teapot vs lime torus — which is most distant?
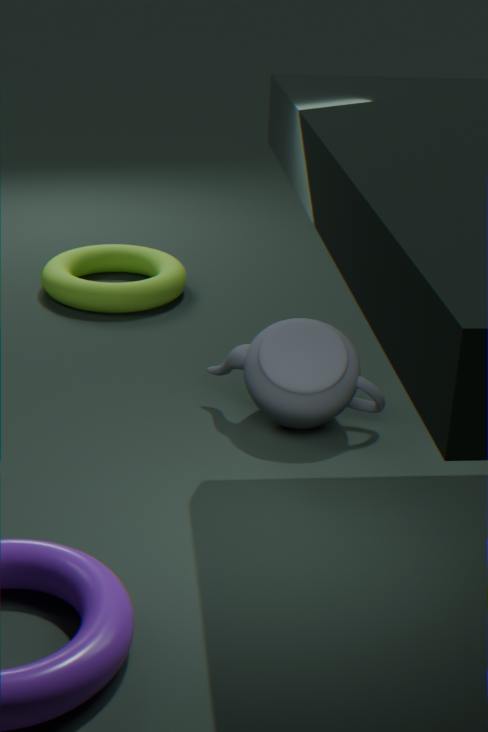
lime torus
